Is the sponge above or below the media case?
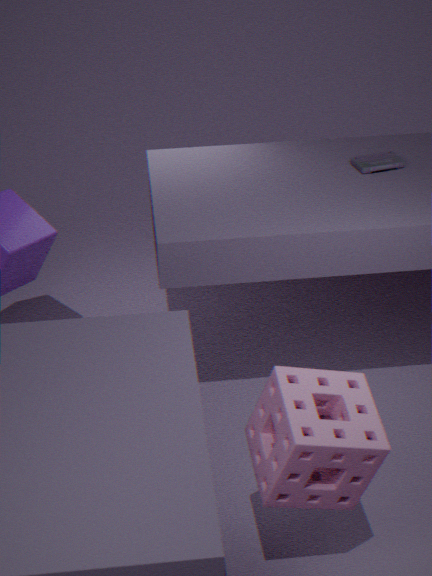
below
